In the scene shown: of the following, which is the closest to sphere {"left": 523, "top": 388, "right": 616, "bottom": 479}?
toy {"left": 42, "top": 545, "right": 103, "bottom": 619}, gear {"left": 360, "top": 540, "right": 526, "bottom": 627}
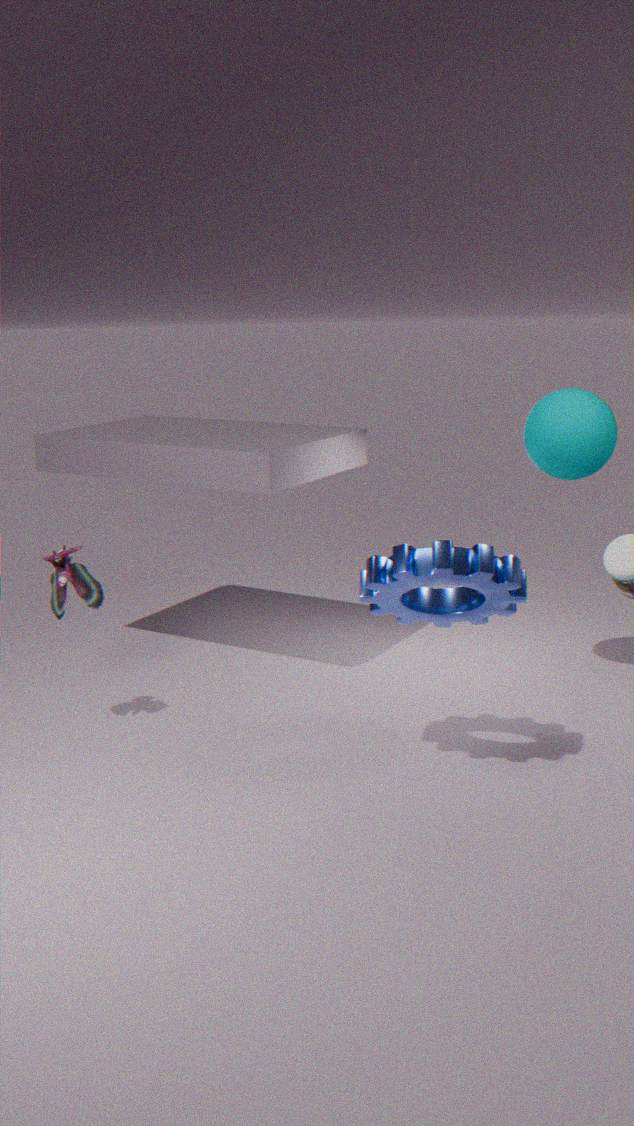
gear {"left": 360, "top": 540, "right": 526, "bottom": 627}
